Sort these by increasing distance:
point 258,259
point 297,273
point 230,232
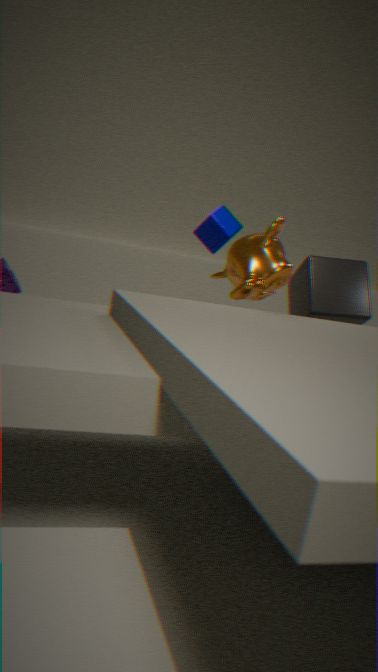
point 258,259 → point 230,232 → point 297,273
